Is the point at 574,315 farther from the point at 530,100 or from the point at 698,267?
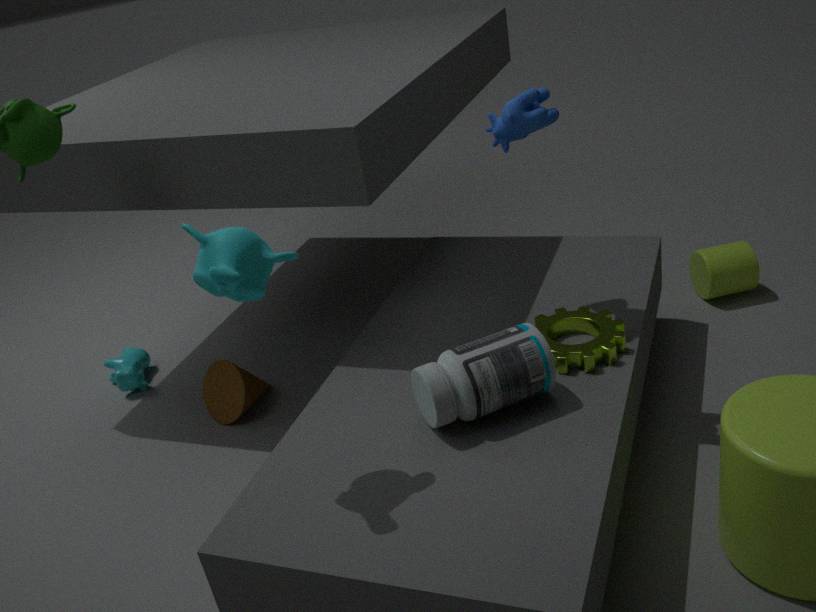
the point at 698,267
